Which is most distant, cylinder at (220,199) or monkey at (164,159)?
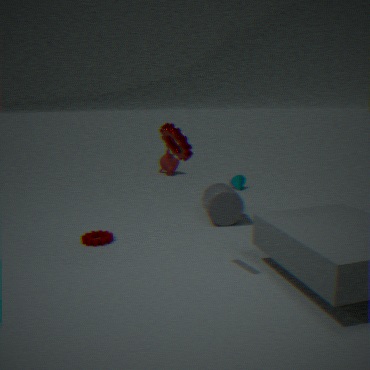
monkey at (164,159)
